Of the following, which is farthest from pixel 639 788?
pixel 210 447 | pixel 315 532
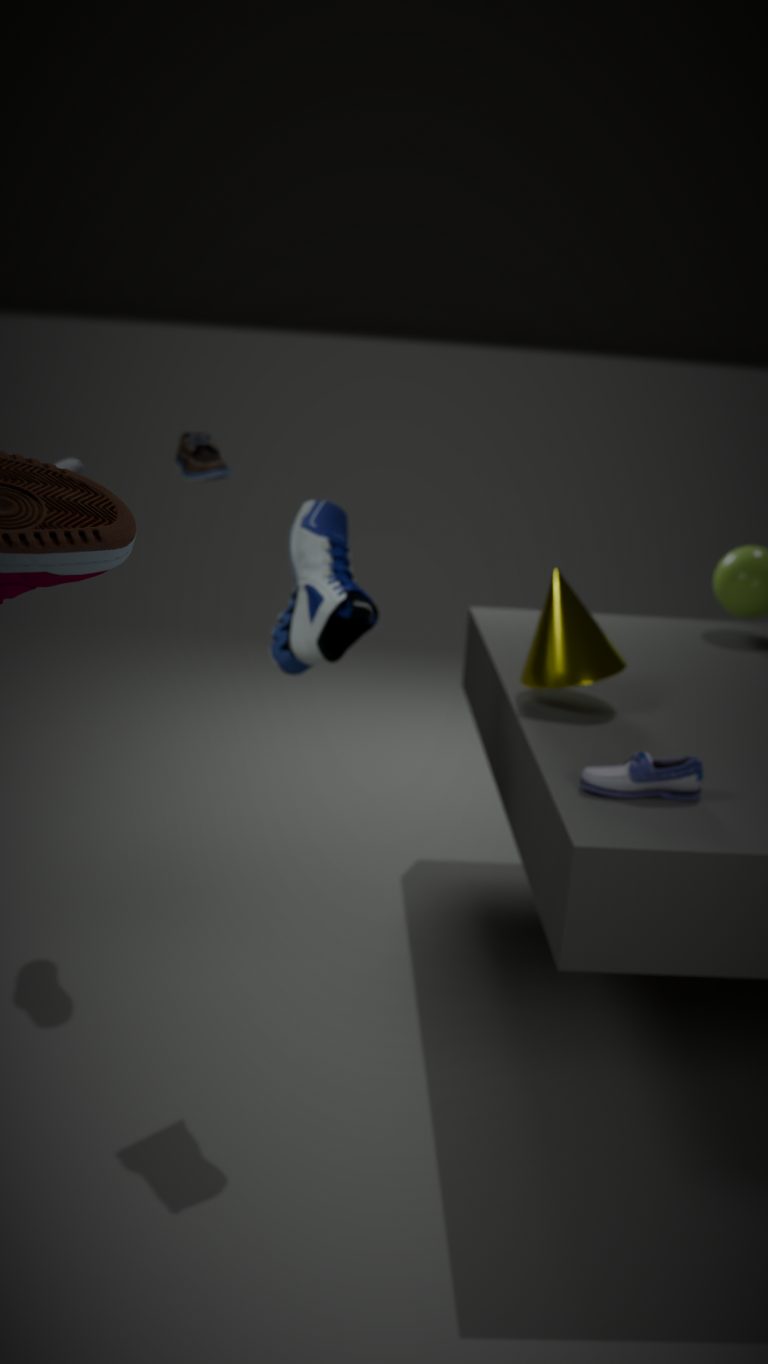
pixel 210 447
